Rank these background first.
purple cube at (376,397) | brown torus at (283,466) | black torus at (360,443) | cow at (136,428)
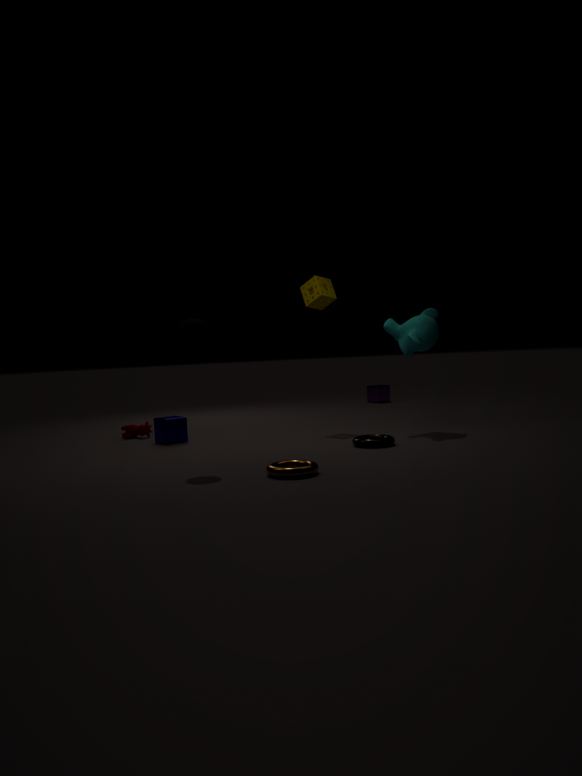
1. purple cube at (376,397)
2. cow at (136,428)
3. black torus at (360,443)
4. brown torus at (283,466)
